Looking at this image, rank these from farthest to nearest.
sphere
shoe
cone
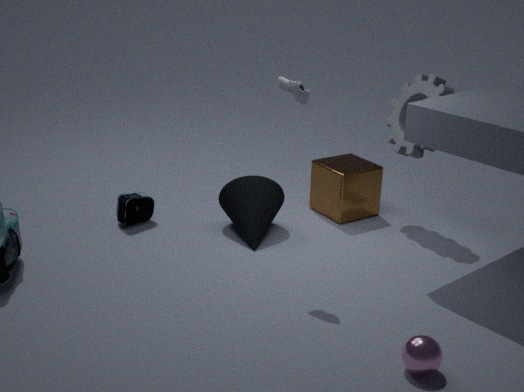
cone < shoe < sphere
